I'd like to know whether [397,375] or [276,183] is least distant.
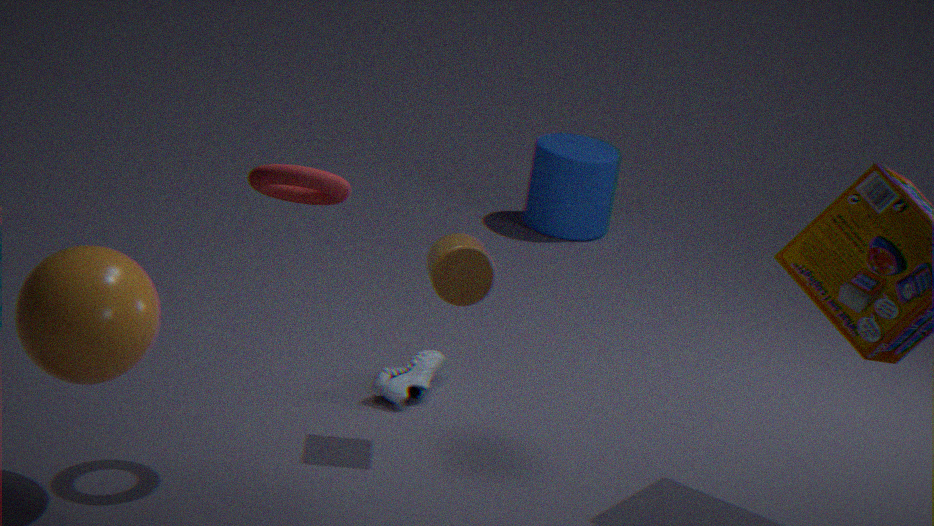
[276,183]
